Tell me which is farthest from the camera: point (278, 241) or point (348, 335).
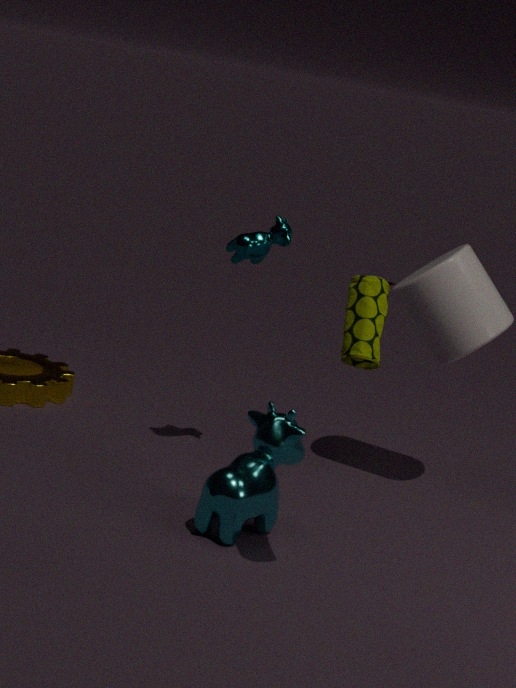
point (278, 241)
